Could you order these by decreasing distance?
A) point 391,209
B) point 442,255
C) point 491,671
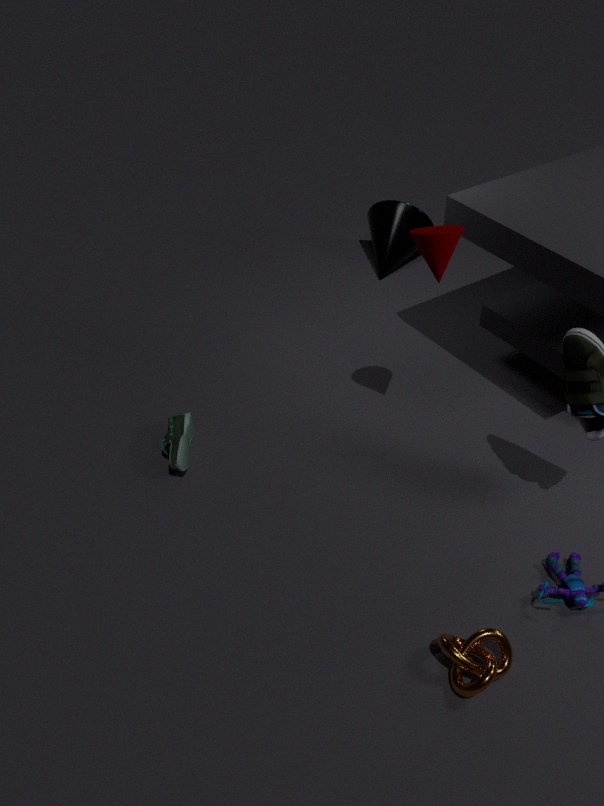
1. point 391,209
2. point 442,255
3. point 491,671
